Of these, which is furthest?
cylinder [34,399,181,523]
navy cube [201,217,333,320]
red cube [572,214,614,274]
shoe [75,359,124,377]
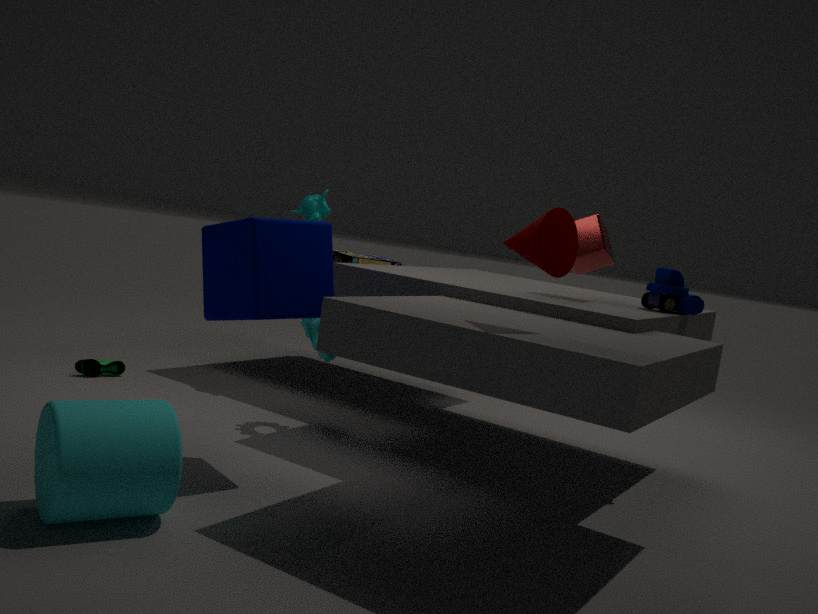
shoe [75,359,124,377]
